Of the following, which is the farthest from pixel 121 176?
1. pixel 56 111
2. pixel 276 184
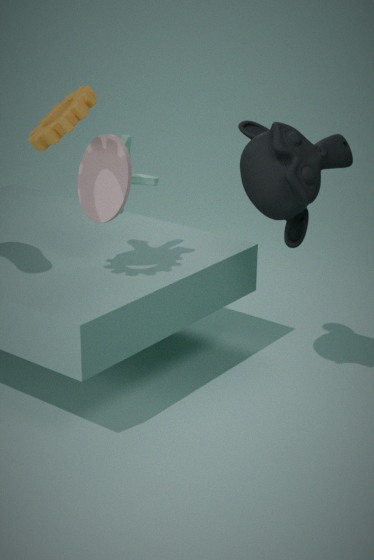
pixel 276 184
